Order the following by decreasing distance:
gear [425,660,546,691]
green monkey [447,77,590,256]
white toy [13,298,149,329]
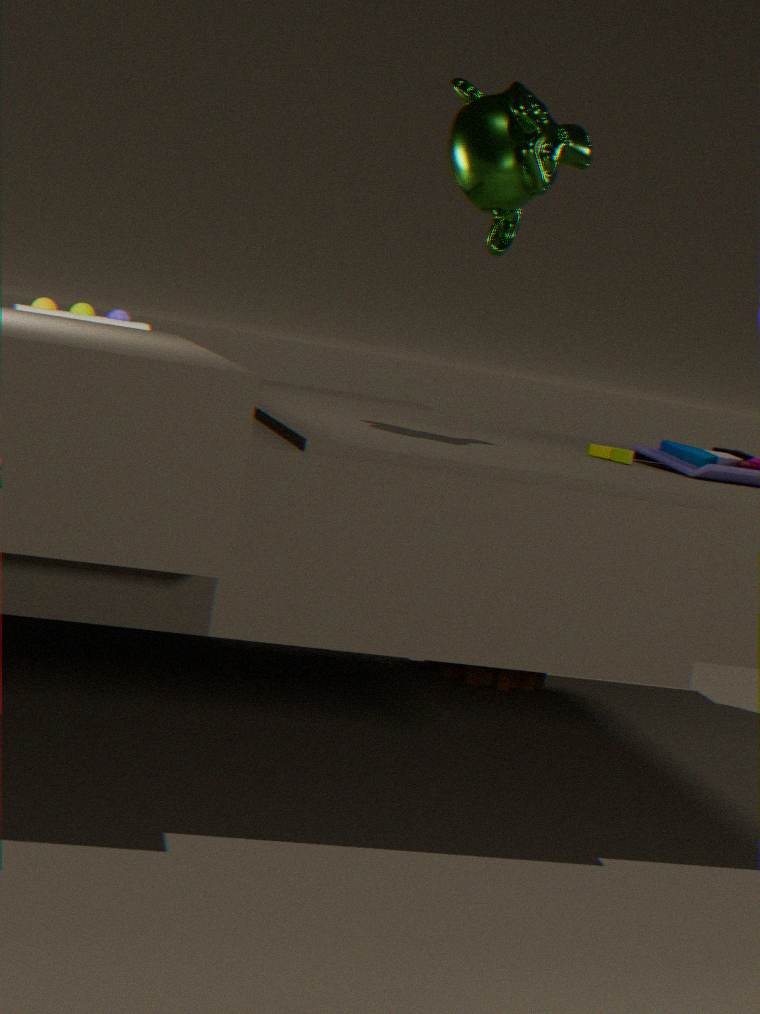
gear [425,660,546,691] < white toy [13,298,149,329] < green monkey [447,77,590,256]
